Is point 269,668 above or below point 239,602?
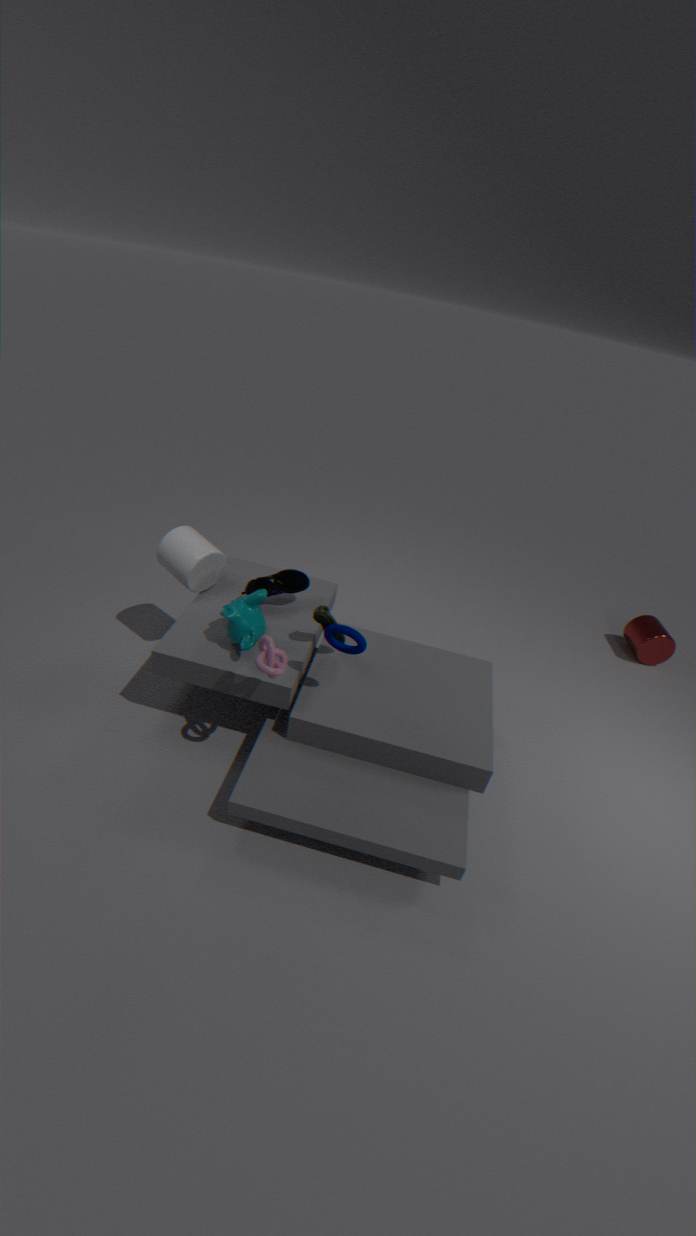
above
